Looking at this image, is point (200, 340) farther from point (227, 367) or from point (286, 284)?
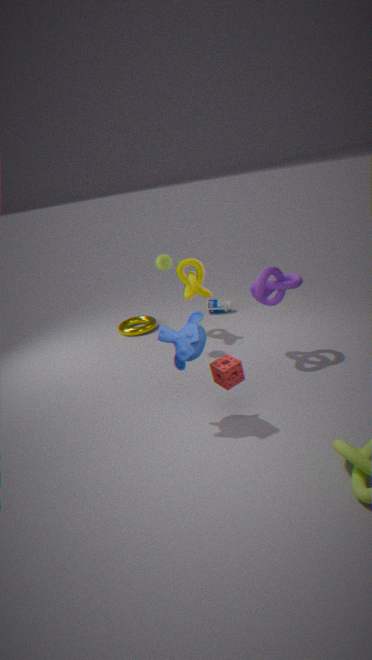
point (286, 284)
